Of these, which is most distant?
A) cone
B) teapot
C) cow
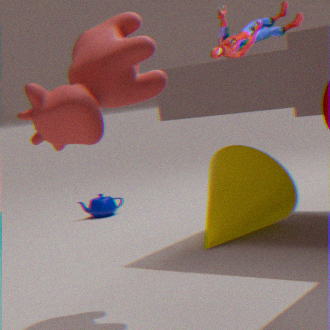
teapot
